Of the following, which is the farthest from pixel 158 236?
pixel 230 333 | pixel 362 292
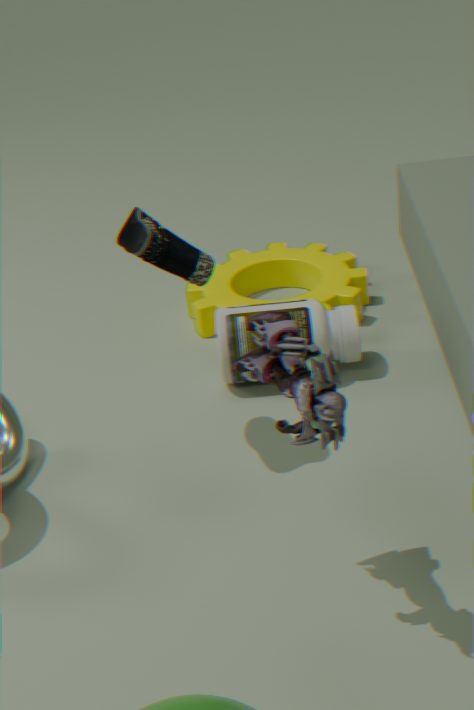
pixel 362 292
